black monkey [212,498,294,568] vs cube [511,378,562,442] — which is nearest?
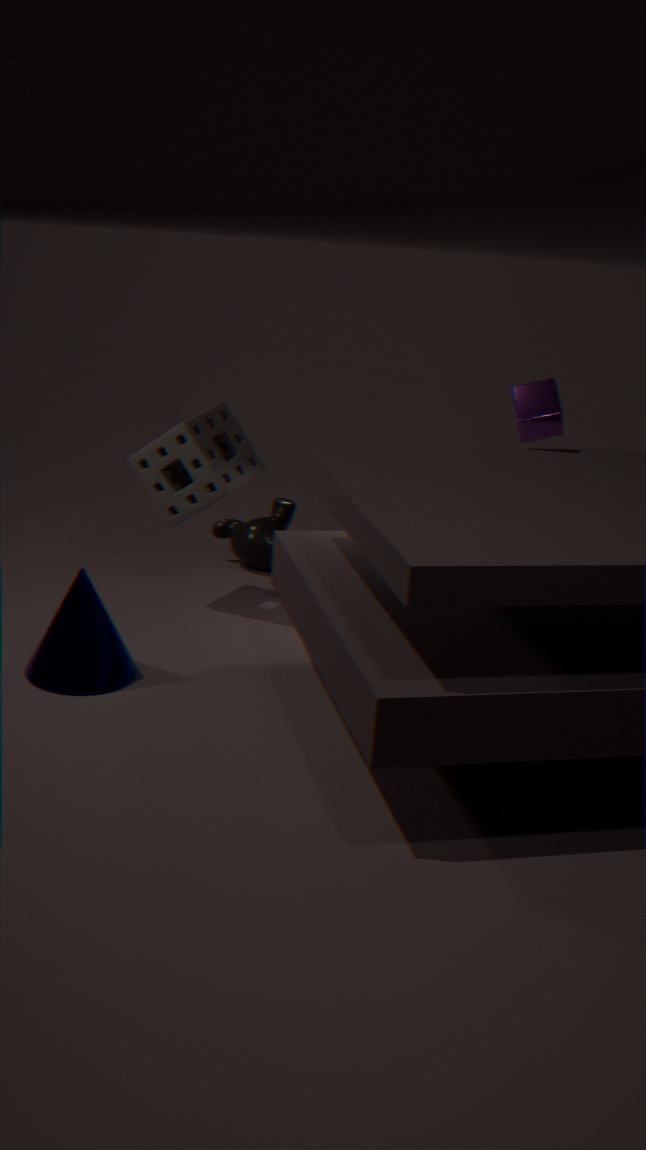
cube [511,378,562,442]
